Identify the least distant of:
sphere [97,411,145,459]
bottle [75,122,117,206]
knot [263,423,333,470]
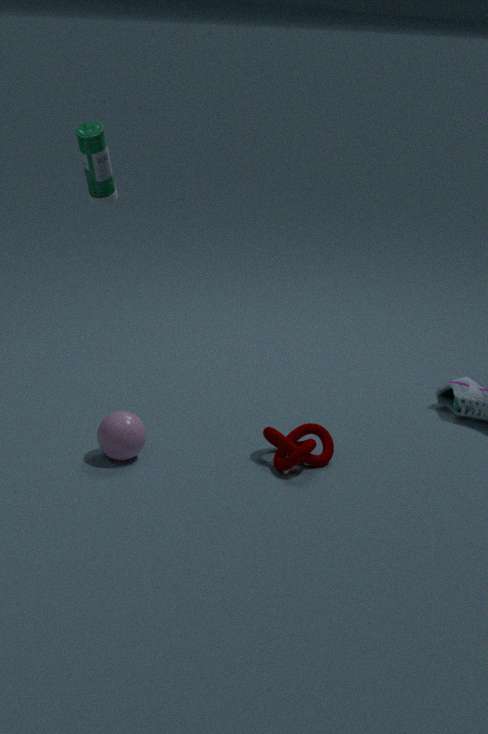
bottle [75,122,117,206]
